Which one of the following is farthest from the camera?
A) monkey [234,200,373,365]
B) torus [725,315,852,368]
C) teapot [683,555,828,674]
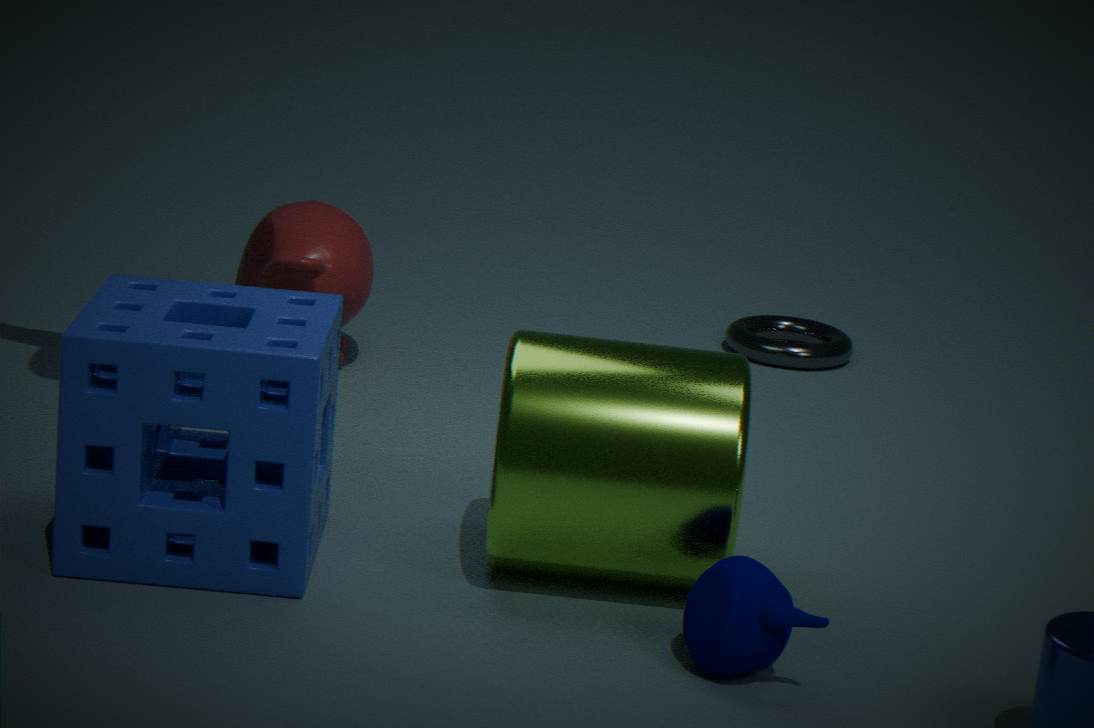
torus [725,315,852,368]
